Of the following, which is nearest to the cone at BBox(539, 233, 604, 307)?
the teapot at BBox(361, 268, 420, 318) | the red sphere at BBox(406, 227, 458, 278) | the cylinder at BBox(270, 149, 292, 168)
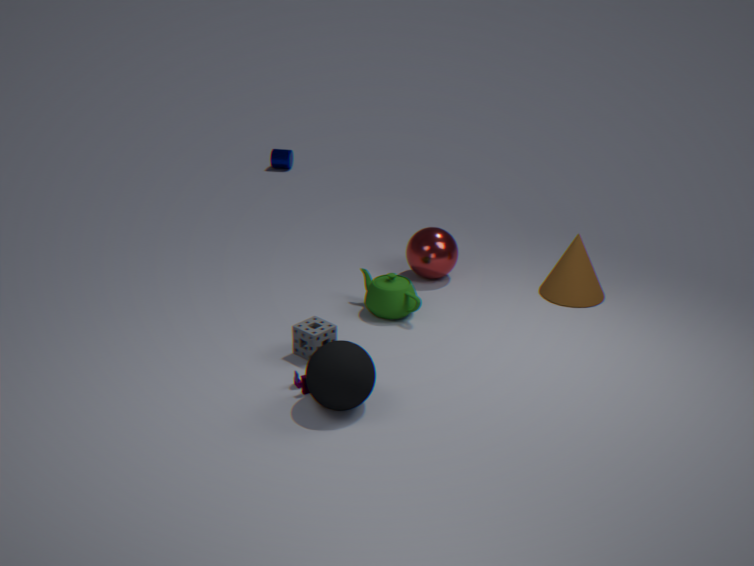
the red sphere at BBox(406, 227, 458, 278)
